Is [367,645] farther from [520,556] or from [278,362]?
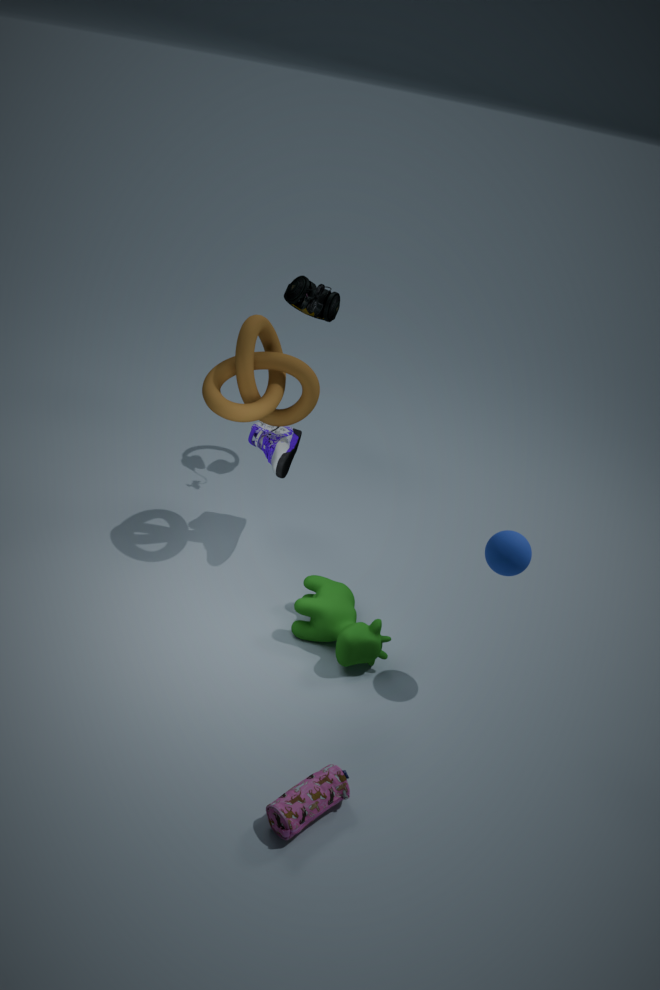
[278,362]
